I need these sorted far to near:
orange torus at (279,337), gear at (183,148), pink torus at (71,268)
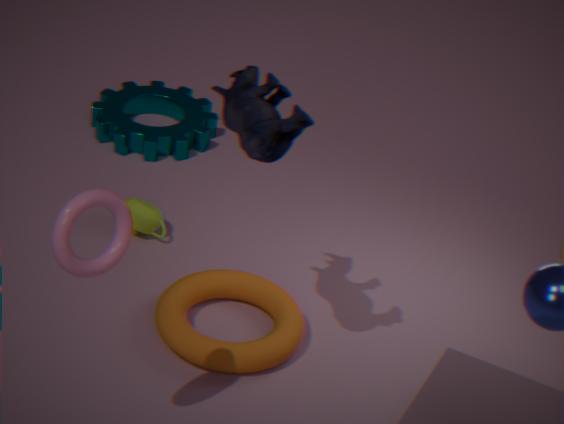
gear at (183,148)
orange torus at (279,337)
pink torus at (71,268)
